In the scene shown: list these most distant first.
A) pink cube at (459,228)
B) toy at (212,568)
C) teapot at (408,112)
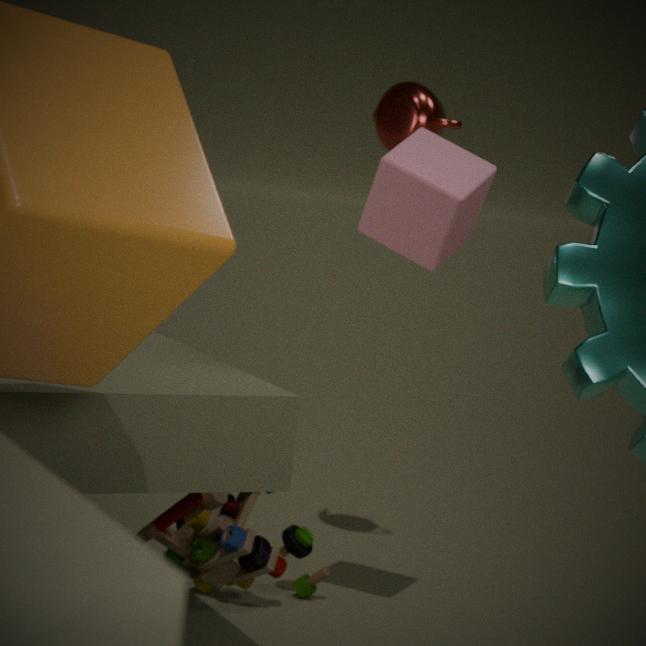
1. teapot at (408,112)
2. toy at (212,568)
3. pink cube at (459,228)
